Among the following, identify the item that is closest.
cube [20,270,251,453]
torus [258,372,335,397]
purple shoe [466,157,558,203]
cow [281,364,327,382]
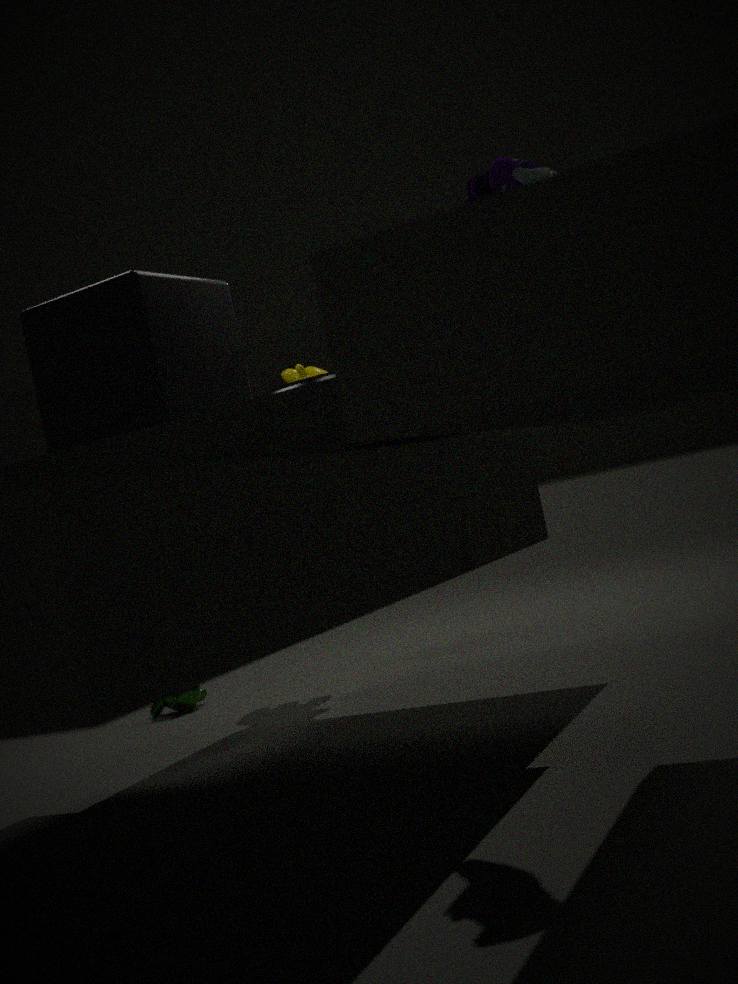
purple shoe [466,157,558,203]
